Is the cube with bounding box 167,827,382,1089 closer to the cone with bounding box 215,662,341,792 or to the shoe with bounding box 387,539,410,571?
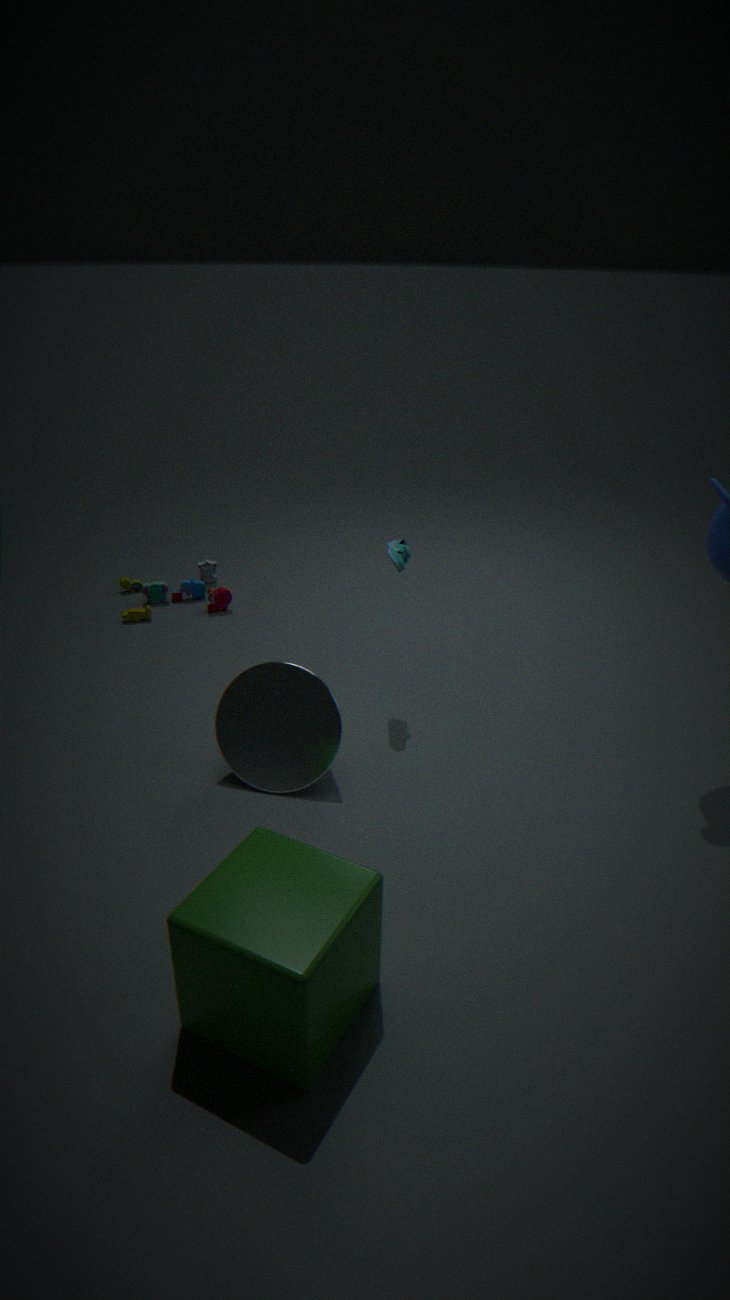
the cone with bounding box 215,662,341,792
